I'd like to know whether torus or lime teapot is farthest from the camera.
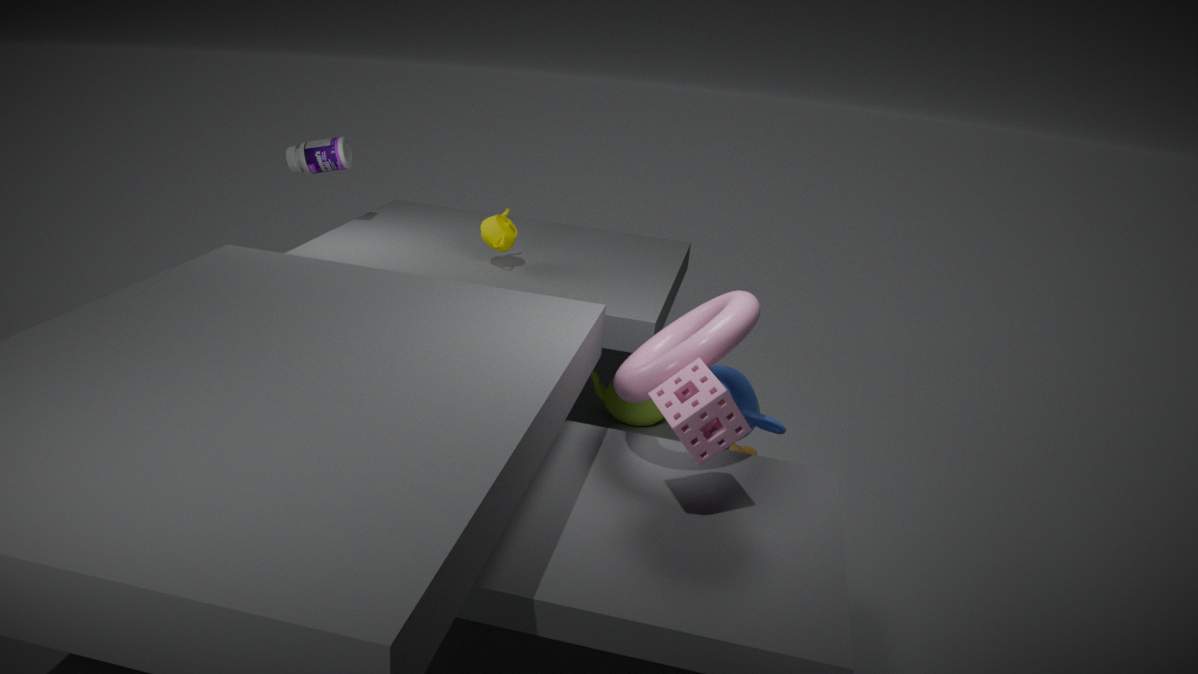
lime teapot
